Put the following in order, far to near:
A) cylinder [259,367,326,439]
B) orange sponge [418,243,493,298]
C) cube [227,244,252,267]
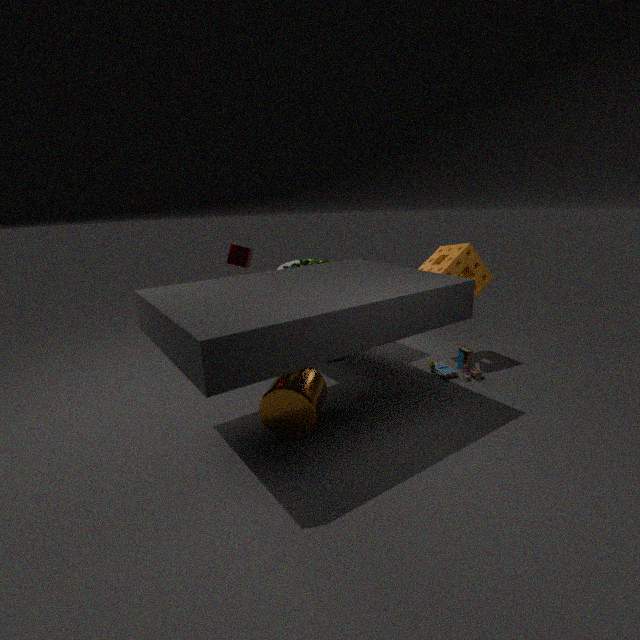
cube [227,244,252,267], orange sponge [418,243,493,298], cylinder [259,367,326,439]
